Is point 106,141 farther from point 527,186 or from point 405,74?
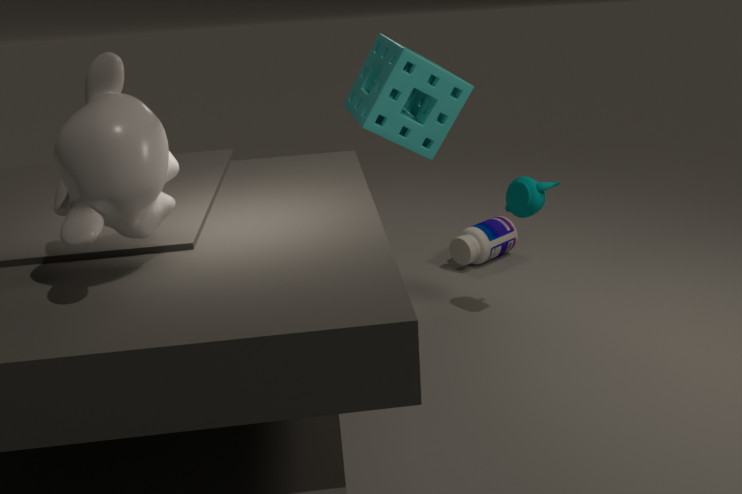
point 527,186
